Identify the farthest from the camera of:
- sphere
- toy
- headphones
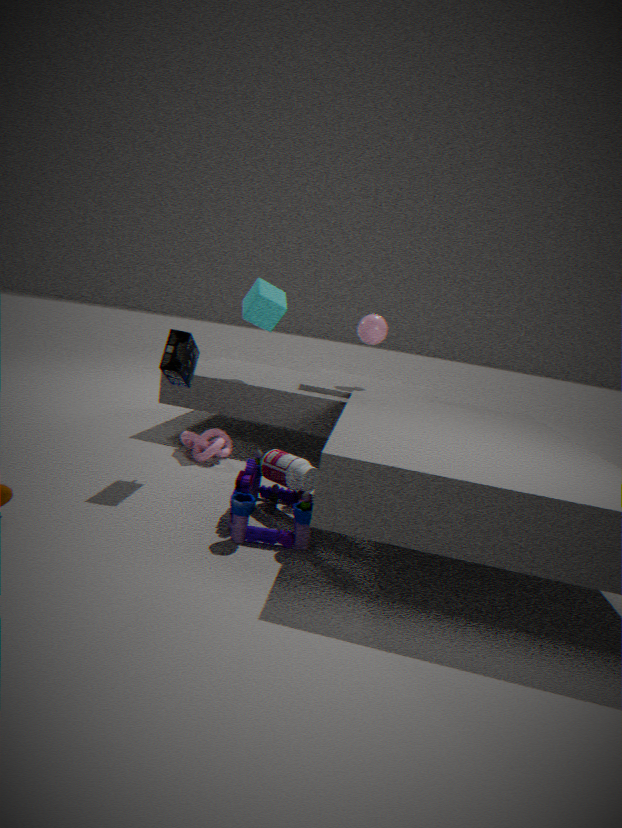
sphere
